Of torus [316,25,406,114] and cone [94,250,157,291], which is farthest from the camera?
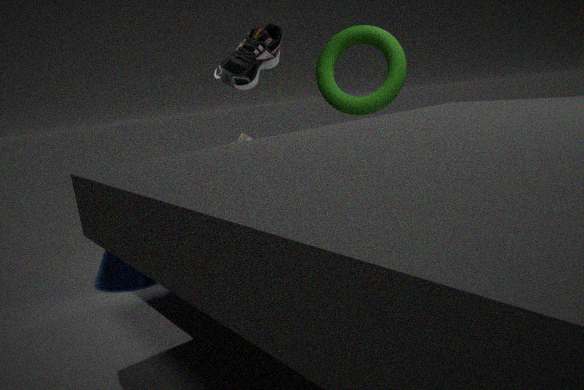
torus [316,25,406,114]
